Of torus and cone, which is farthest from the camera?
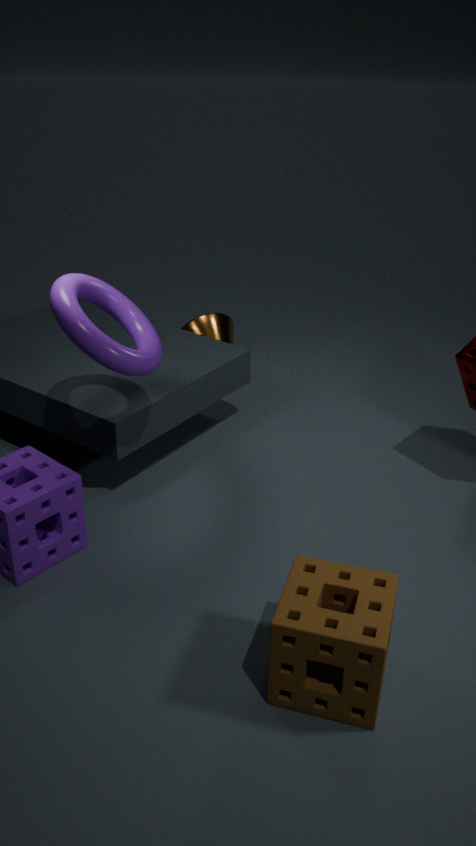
cone
